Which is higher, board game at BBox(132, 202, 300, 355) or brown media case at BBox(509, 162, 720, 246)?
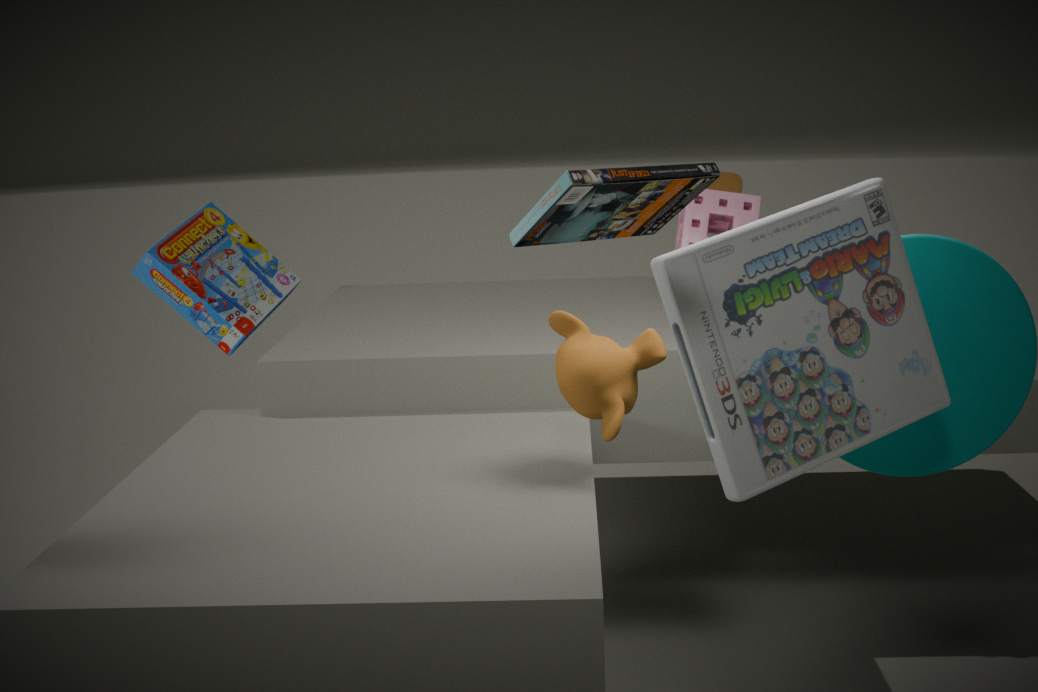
brown media case at BBox(509, 162, 720, 246)
